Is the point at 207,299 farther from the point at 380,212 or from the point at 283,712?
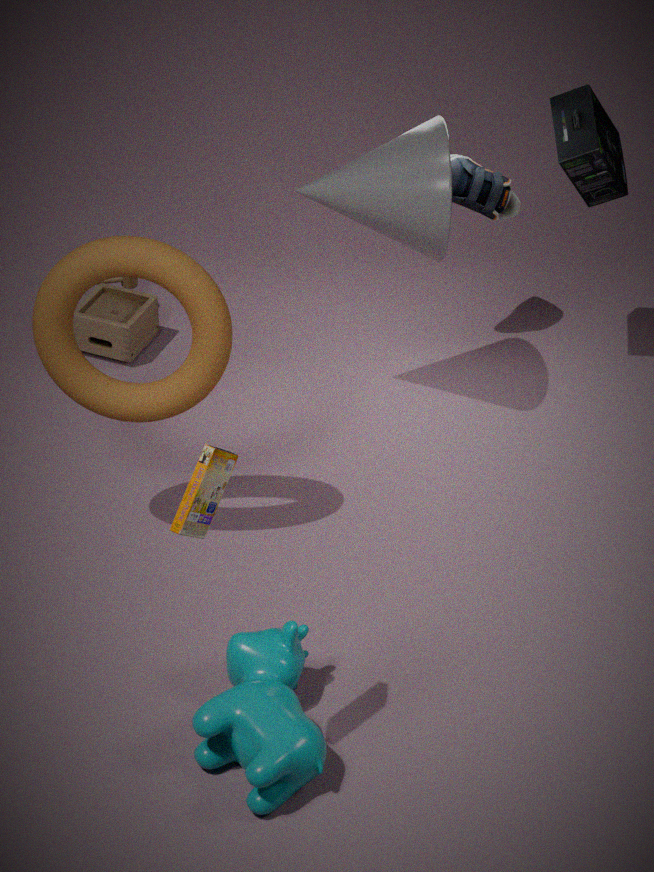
the point at 283,712
